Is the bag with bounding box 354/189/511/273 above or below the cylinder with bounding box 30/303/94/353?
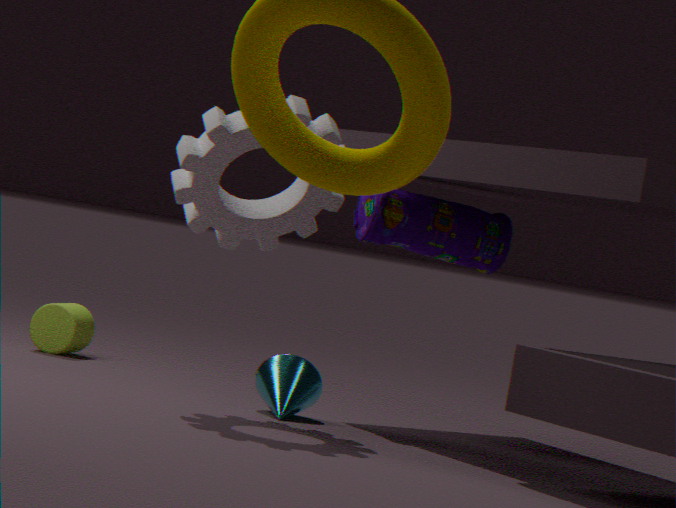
above
